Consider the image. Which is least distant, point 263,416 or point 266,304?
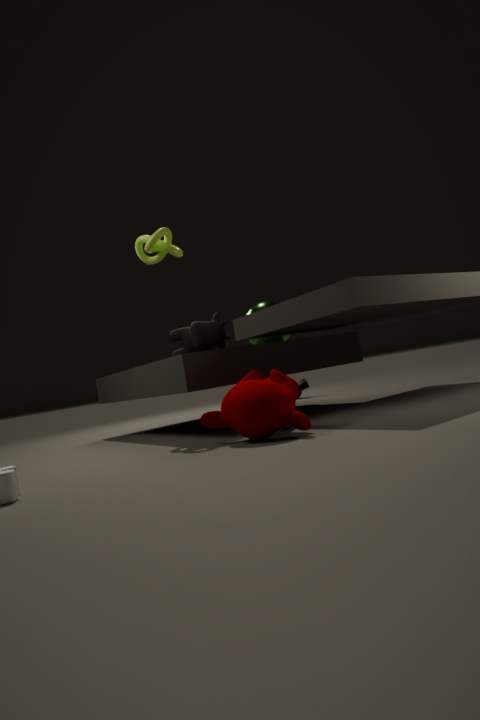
point 263,416
